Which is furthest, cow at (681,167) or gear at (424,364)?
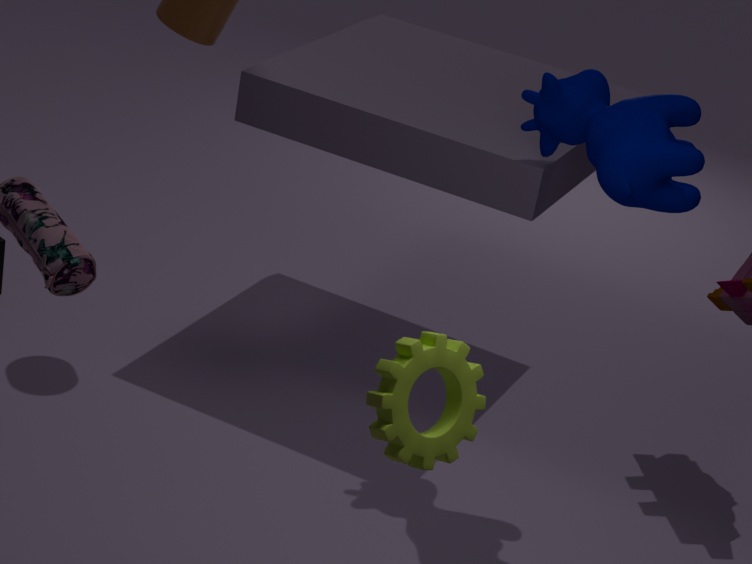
cow at (681,167)
